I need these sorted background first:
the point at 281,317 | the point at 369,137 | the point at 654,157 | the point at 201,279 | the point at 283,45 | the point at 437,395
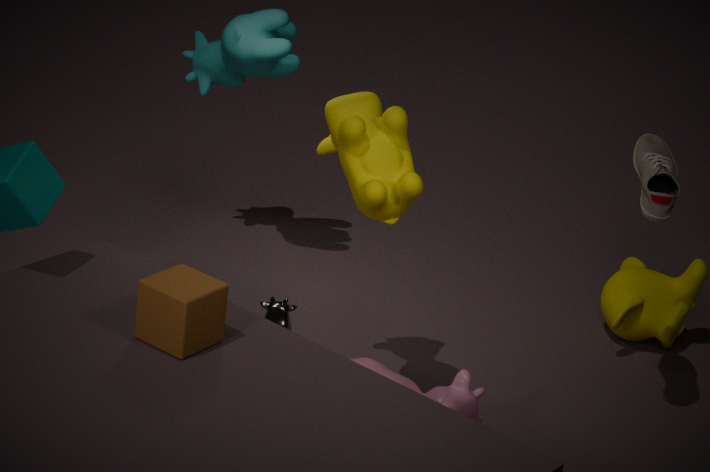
the point at 283,45
the point at 281,317
the point at 654,157
the point at 437,395
the point at 369,137
the point at 201,279
